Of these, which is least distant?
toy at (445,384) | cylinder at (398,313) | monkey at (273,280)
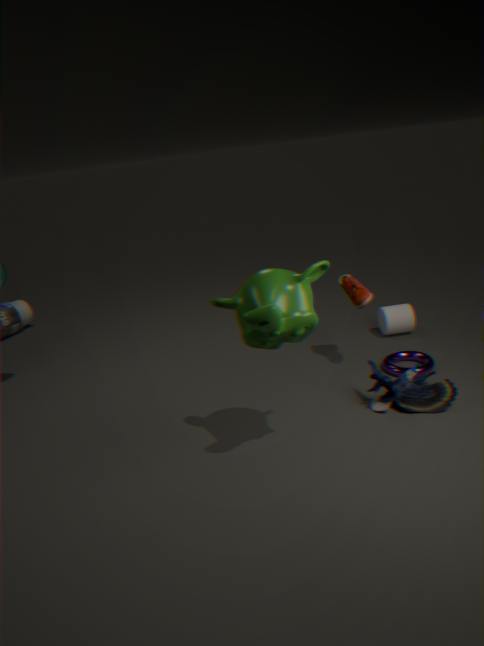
monkey at (273,280)
